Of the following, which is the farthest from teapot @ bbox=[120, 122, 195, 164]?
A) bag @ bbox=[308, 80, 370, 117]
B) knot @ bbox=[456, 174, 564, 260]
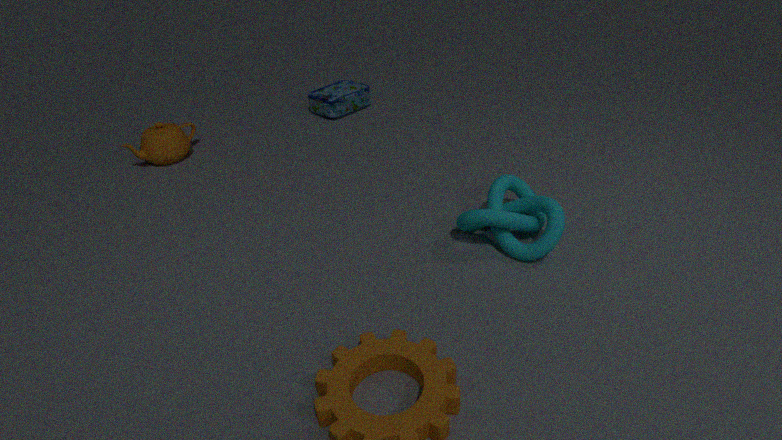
knot @ bbox=[456, 174, 564, 260]
